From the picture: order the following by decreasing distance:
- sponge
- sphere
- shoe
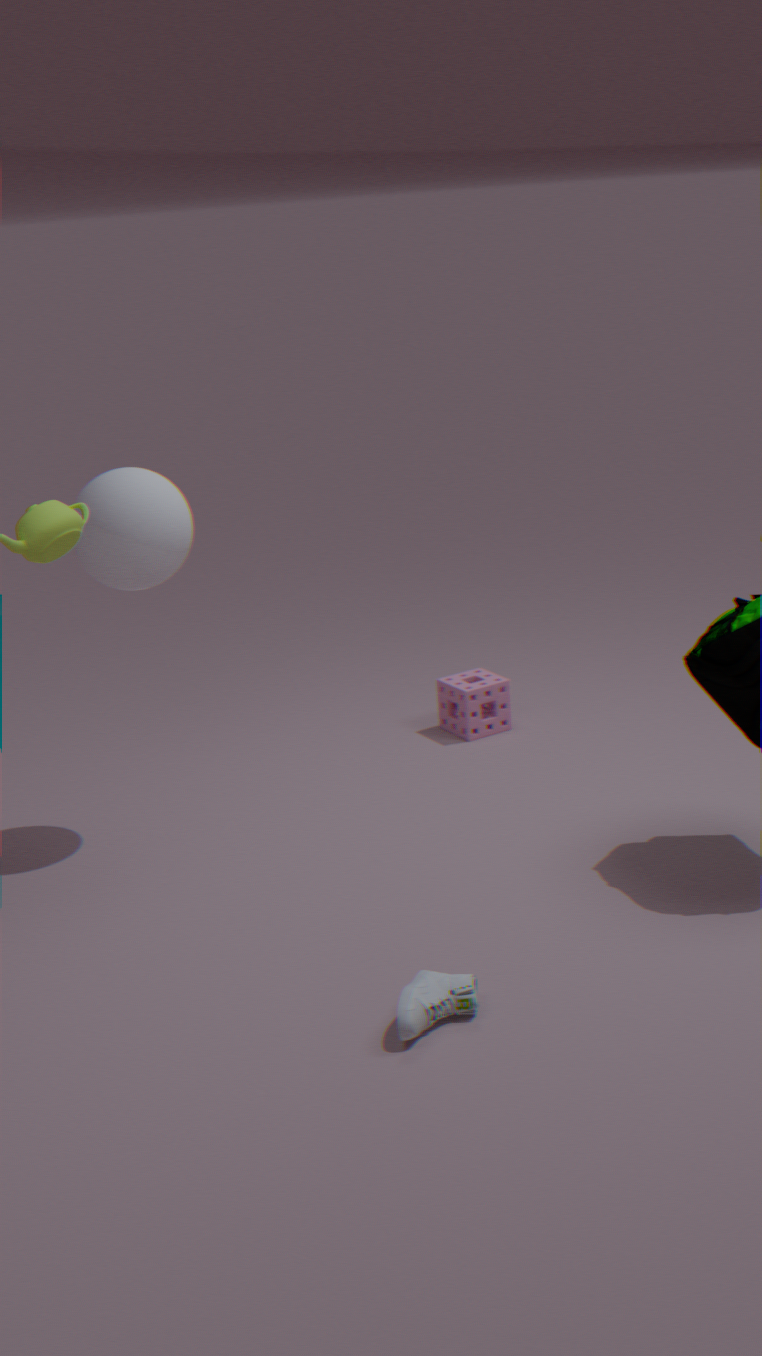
sponge → sphere → shoe
